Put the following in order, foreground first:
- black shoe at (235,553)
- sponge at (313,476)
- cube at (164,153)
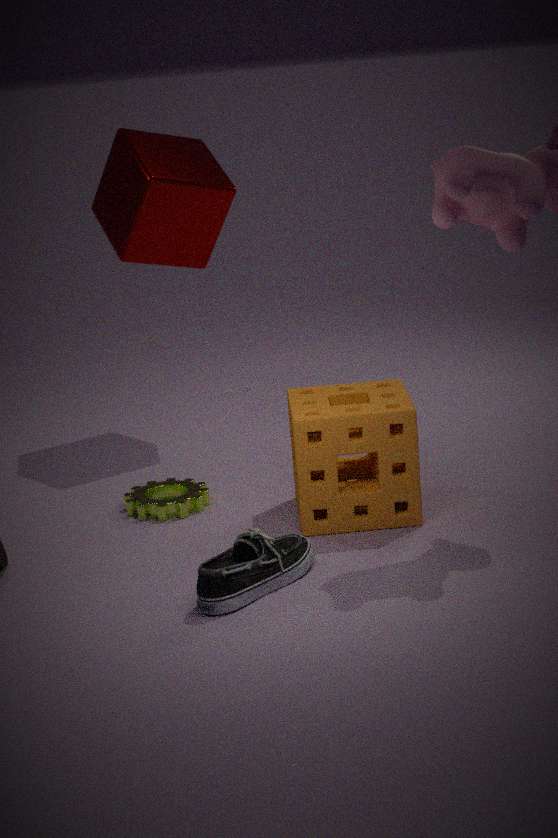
black shoe at (235,553) < sponge at (313,476) < cube at (164,153)
